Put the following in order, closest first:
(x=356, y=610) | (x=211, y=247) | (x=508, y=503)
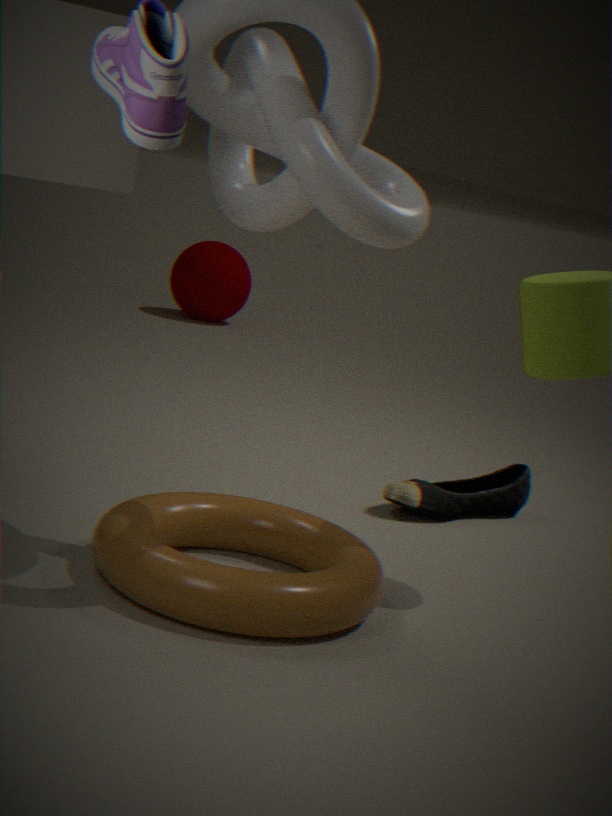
(x=356, y=610) → (x=508, y=503) → (x=211, y=247)
